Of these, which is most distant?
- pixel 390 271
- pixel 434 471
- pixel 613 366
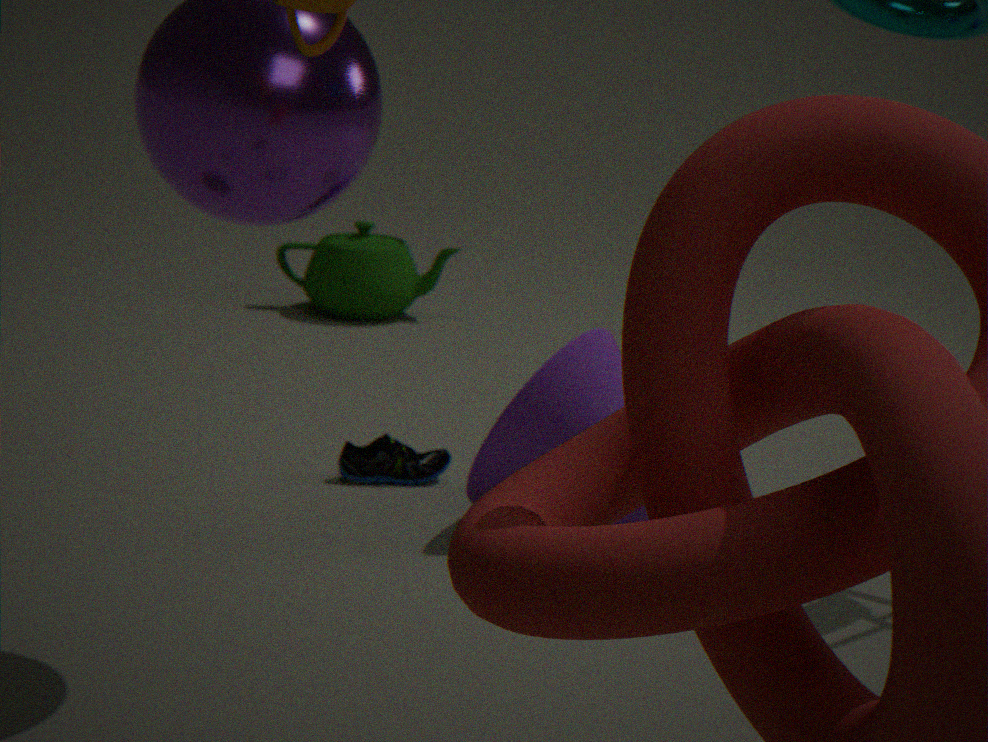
pixel 390 271
